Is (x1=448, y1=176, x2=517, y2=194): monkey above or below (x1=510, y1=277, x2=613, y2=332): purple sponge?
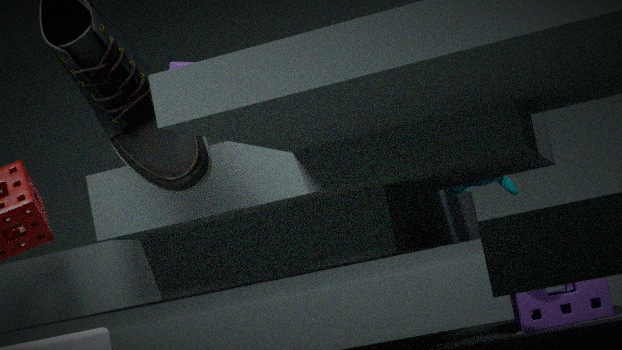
above
